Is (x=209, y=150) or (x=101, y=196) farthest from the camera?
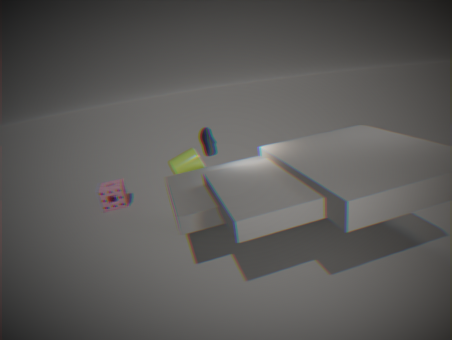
(x=101, y=196)
